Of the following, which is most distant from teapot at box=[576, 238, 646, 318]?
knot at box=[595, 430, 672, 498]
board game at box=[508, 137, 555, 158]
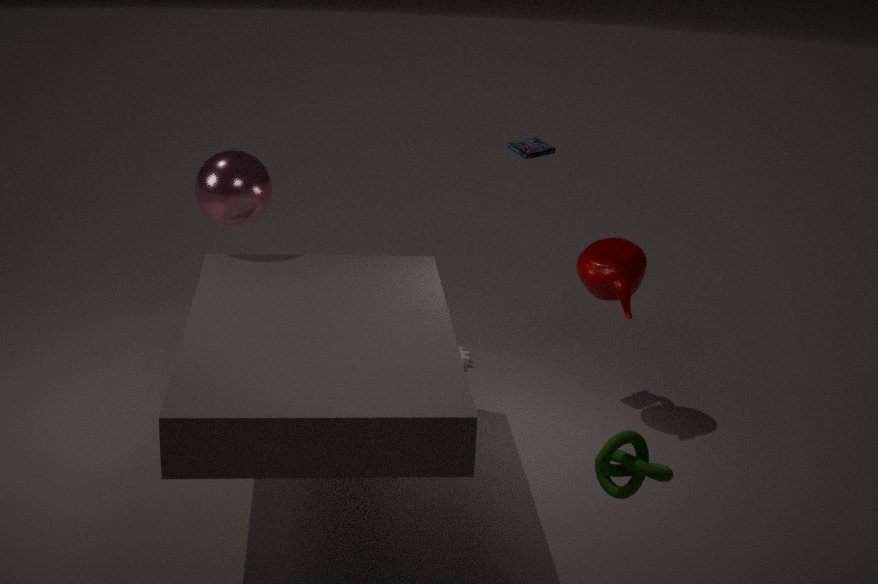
knot at box=[595, 430, 672, 498]
